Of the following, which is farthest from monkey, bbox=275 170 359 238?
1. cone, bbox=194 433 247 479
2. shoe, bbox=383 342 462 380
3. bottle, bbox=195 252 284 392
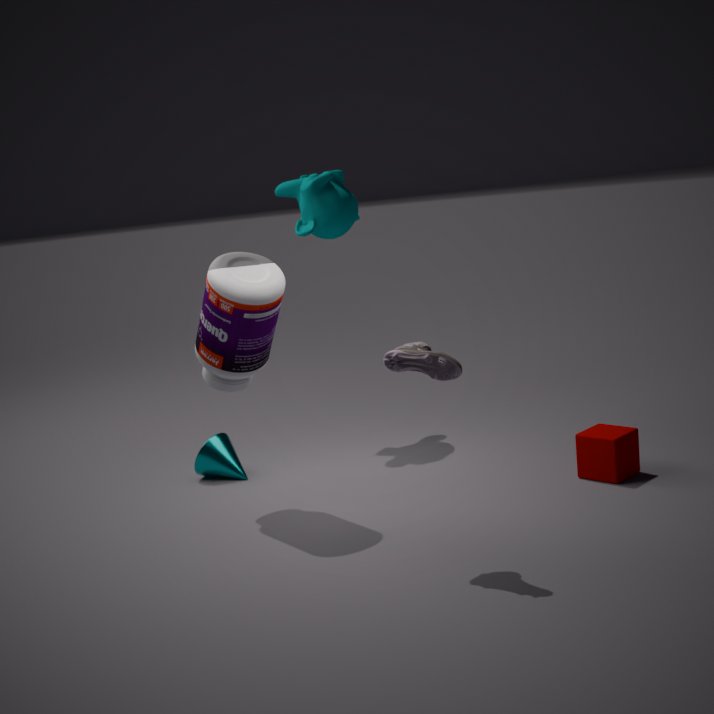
shoe, bbox=383 342 462 380
